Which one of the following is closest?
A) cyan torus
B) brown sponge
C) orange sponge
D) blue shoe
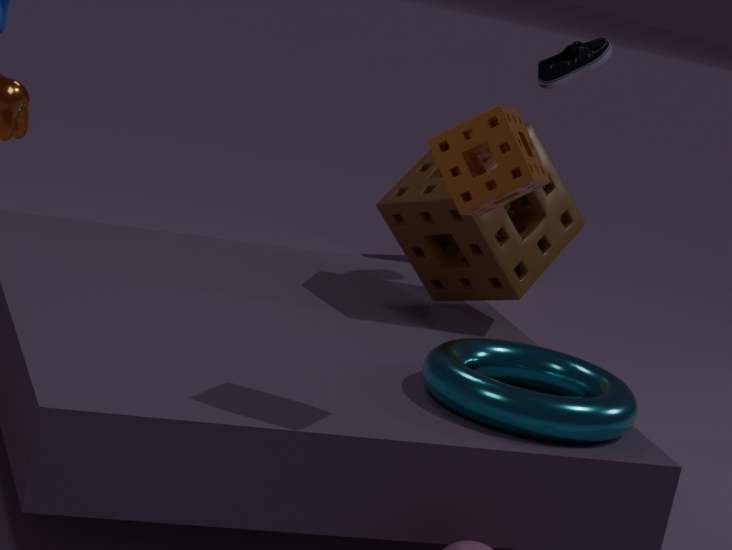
orange sponge
